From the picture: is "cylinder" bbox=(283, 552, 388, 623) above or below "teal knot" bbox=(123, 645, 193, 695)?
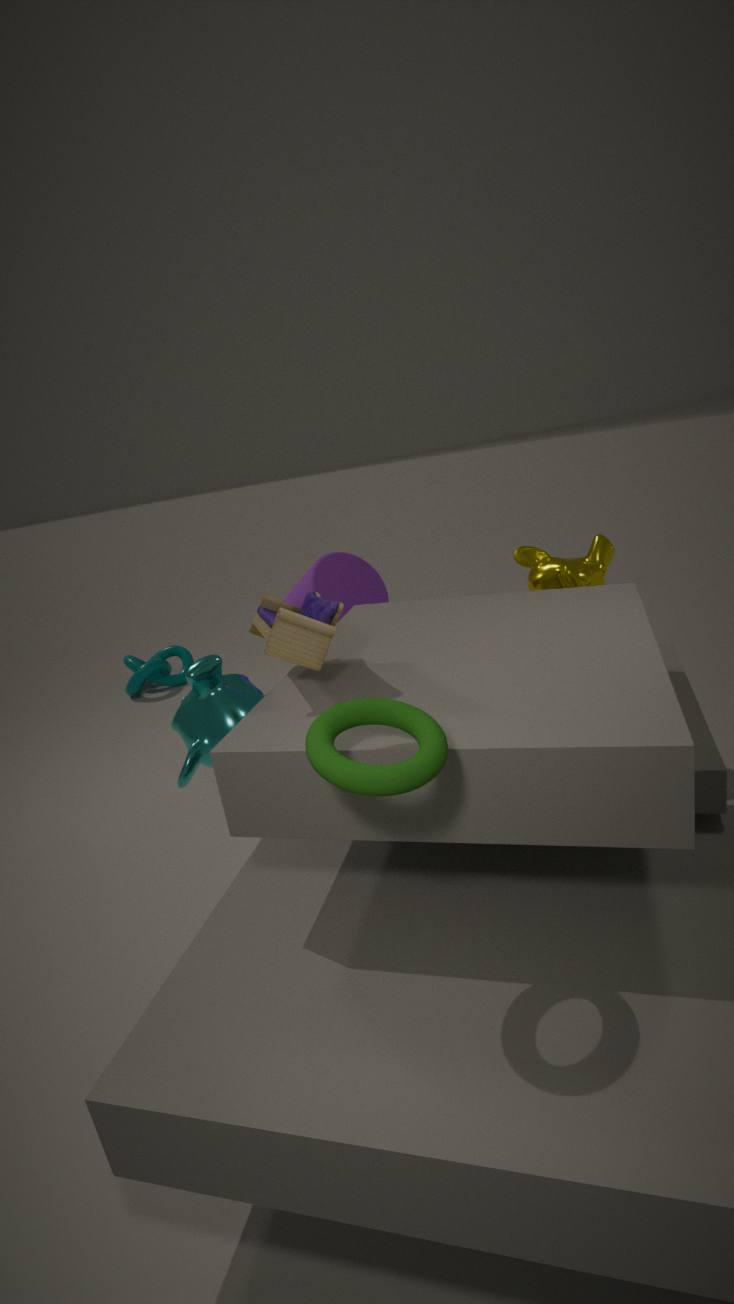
above
